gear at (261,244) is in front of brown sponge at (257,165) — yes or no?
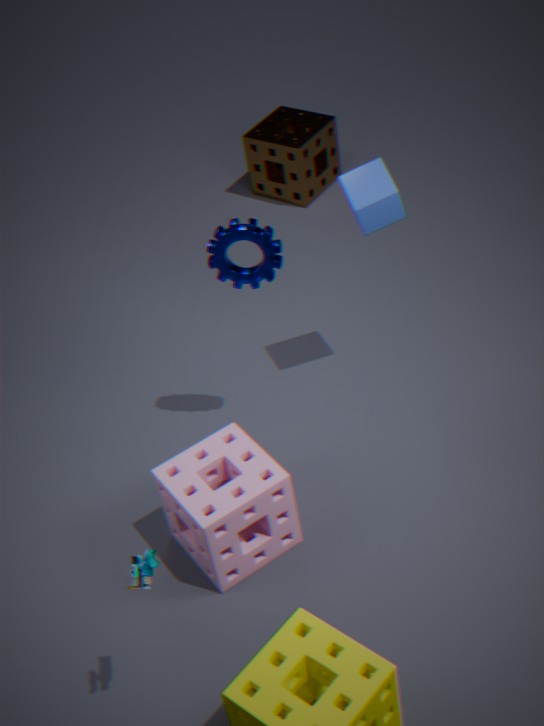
Yes
